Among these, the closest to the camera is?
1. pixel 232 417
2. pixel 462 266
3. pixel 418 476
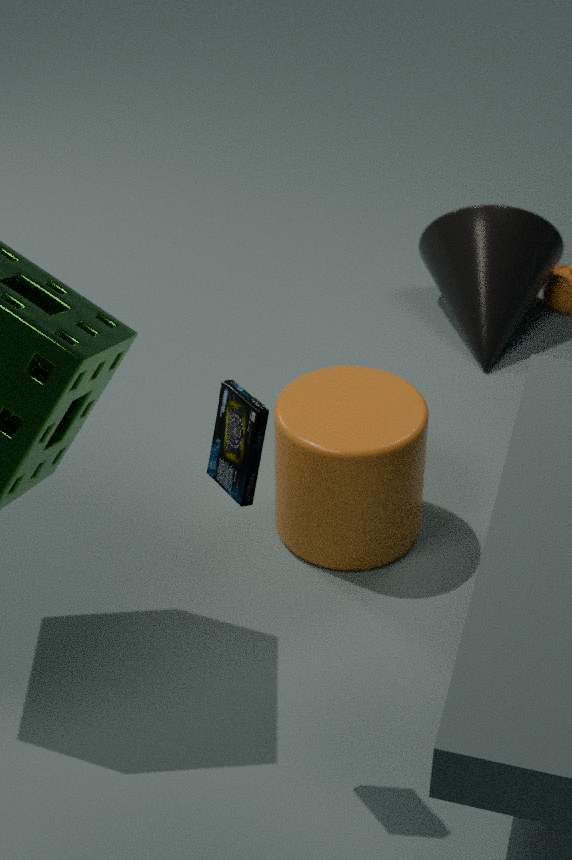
pixel 232 417
